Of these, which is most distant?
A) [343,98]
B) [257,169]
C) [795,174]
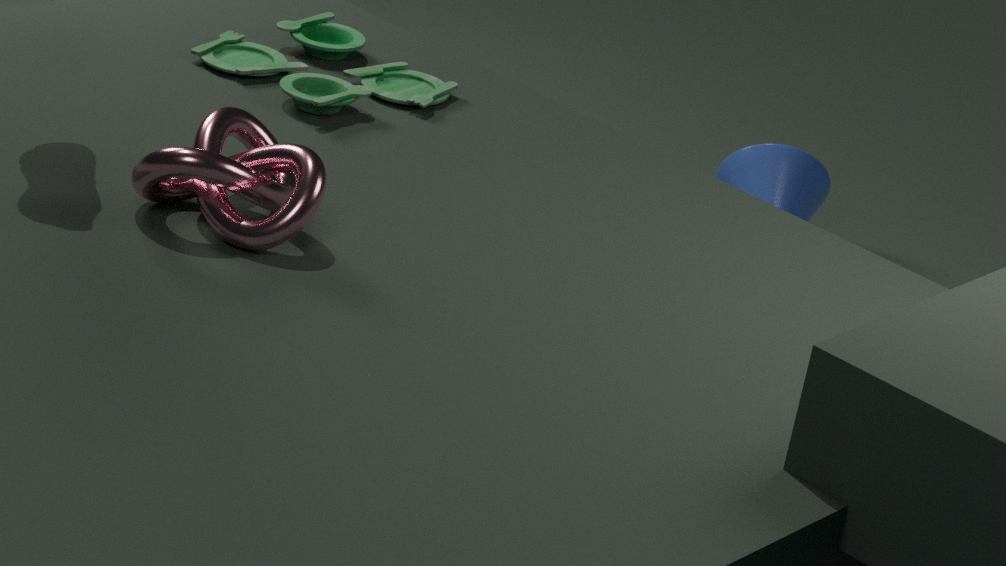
[795,174]
